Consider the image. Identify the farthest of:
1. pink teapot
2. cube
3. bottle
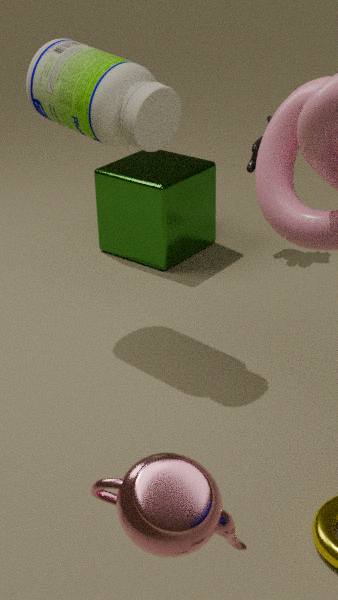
cube
